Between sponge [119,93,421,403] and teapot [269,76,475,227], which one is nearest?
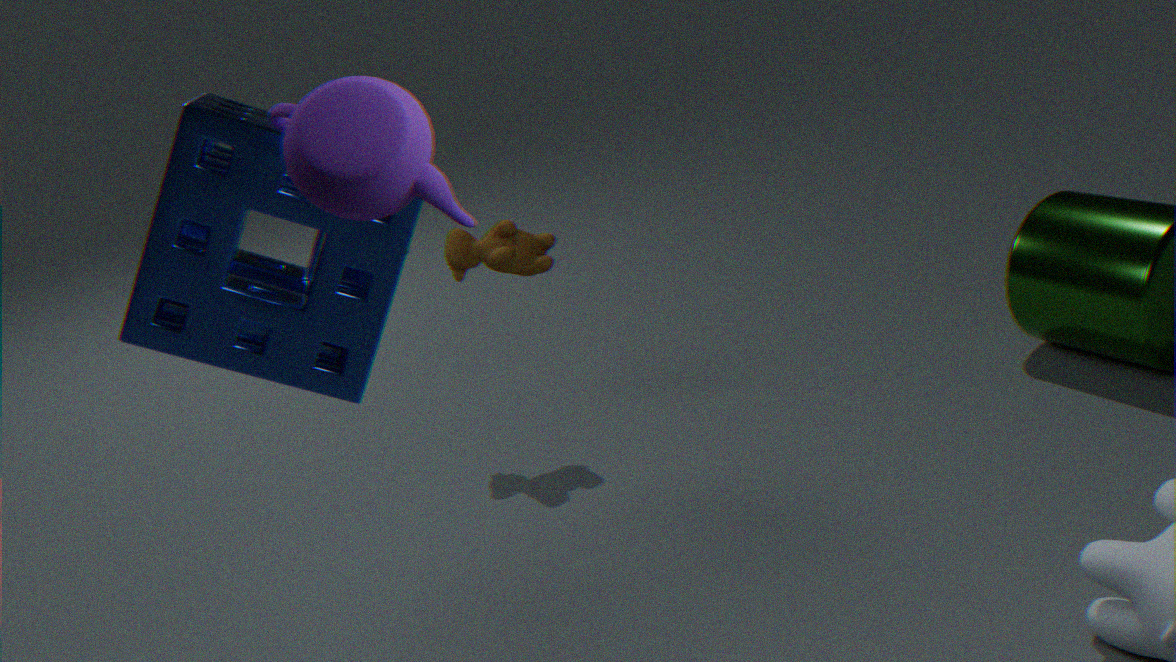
teapot [269,76,475,227]
